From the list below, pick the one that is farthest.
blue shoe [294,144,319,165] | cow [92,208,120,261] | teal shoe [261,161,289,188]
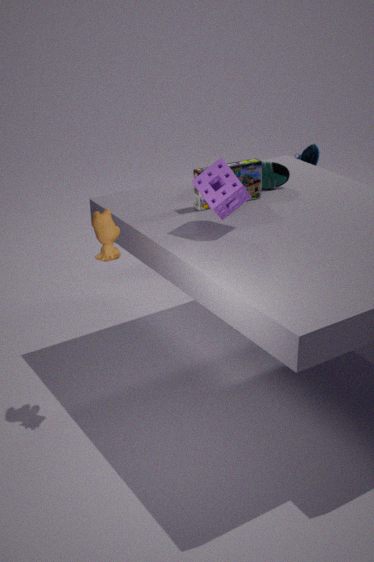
blue shoe [294,144,319,165]
